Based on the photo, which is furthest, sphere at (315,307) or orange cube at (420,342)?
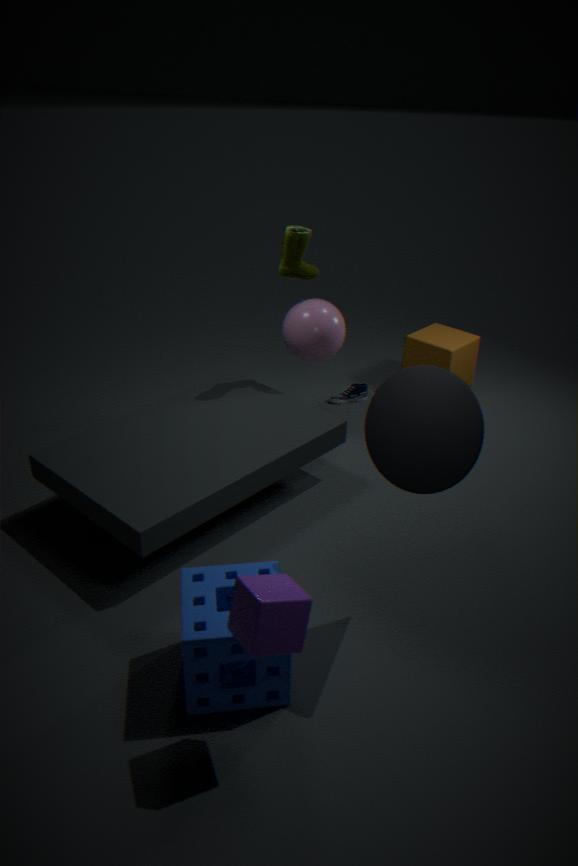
orange cube at (420,342)
